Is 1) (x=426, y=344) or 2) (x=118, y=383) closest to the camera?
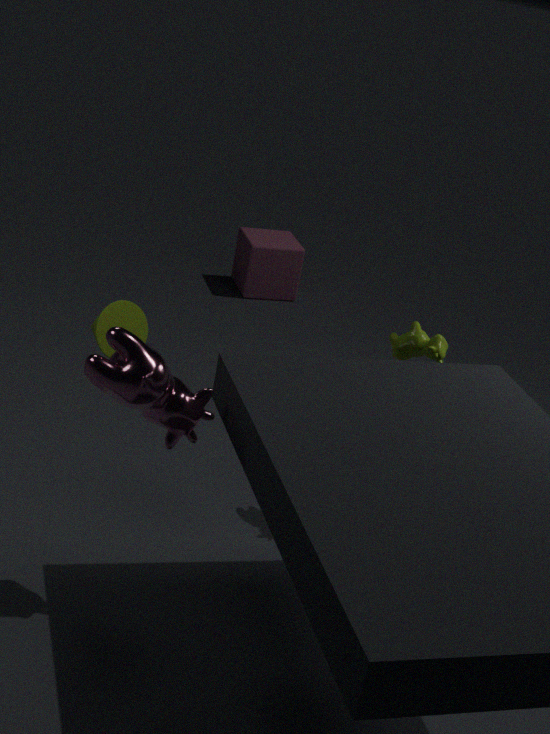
2. (x=118, y=383)
